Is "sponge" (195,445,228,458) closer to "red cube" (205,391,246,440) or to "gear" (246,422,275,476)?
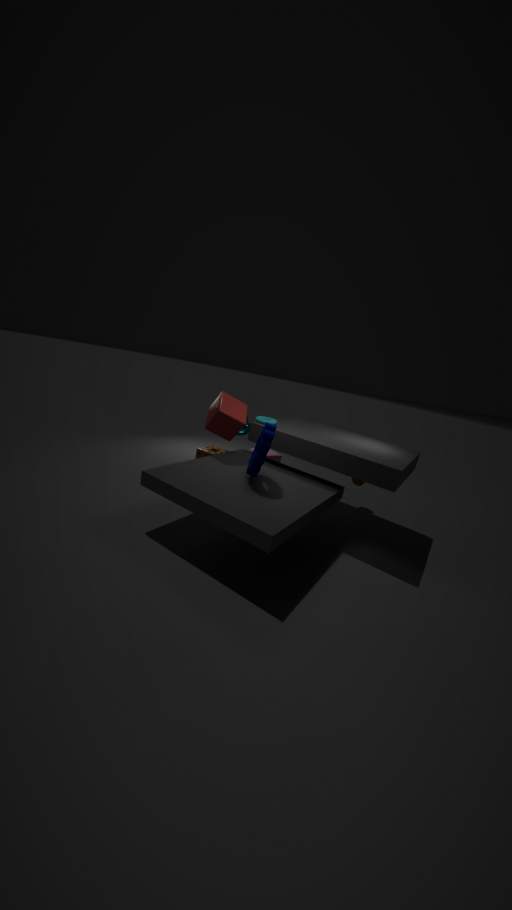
"red cube" (205,391,246,440)
